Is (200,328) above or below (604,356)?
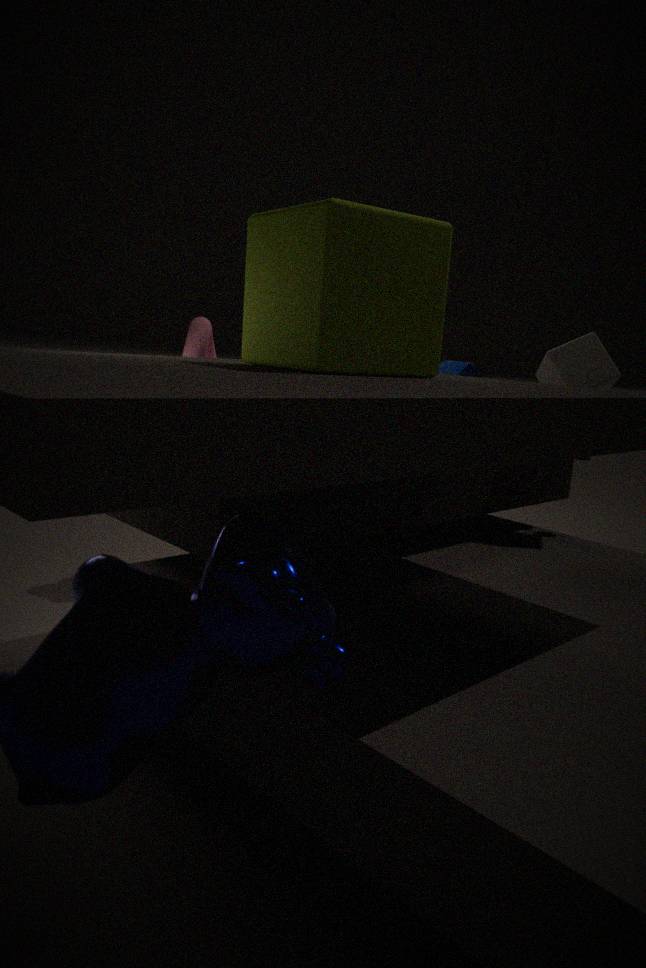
below
